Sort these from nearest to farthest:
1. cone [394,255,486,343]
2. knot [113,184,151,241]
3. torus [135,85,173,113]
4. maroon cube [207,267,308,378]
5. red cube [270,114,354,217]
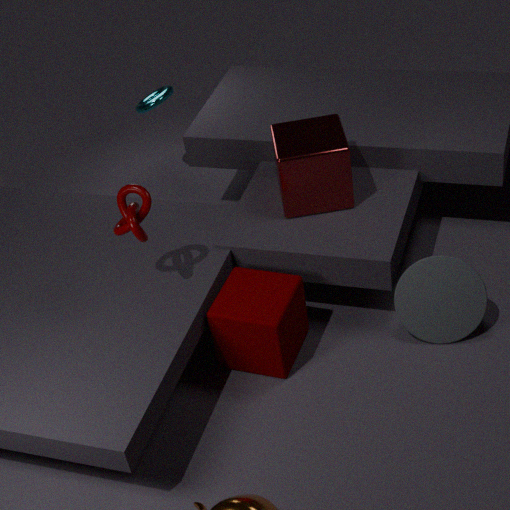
knot [113,184,151,241] → maroon cube [207,267,308,378] → cone [394,255,486,343] → red cube [270,114,354,217] → torus [135,85,173,113]
